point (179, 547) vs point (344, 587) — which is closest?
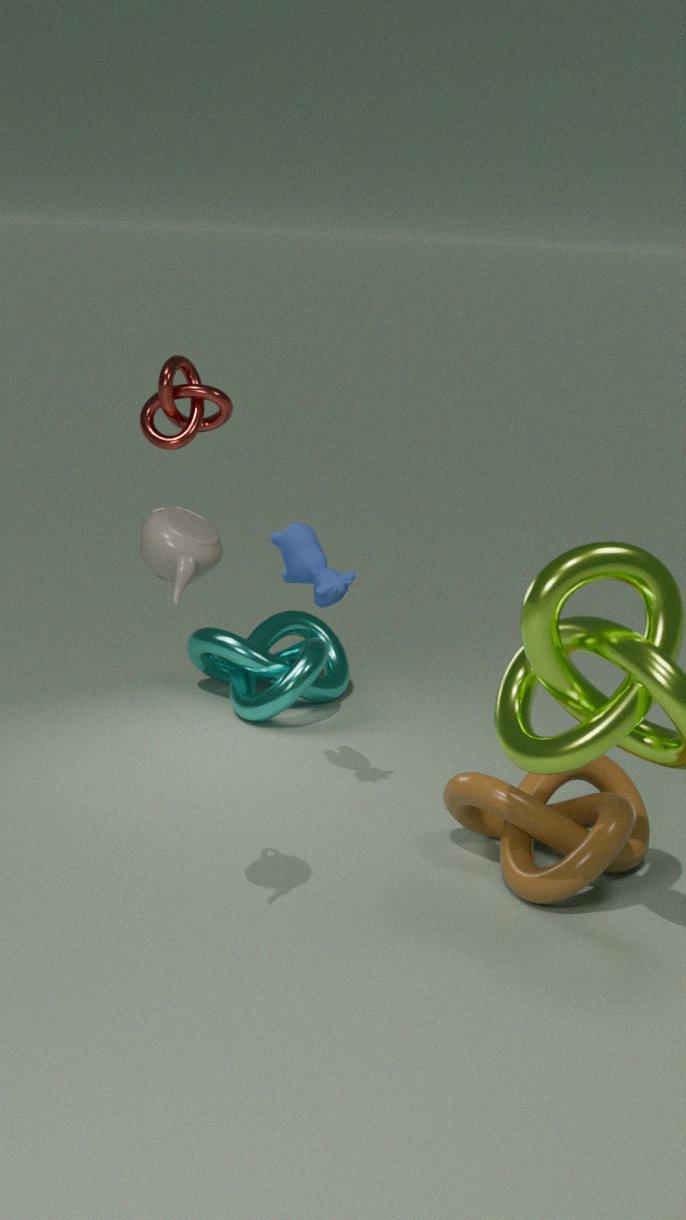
point (179, 547)
